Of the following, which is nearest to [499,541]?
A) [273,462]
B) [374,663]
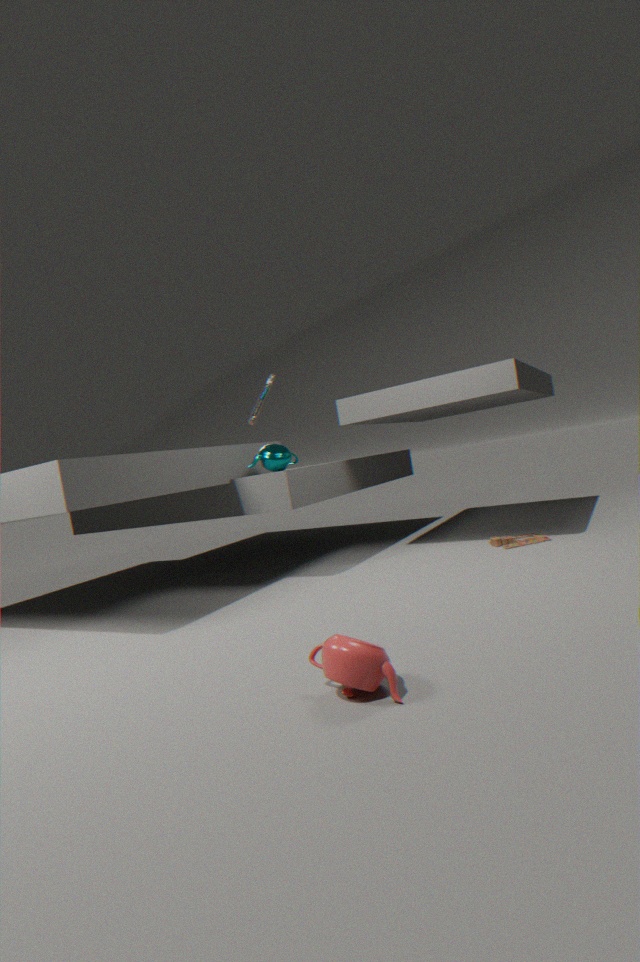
[273,462]
